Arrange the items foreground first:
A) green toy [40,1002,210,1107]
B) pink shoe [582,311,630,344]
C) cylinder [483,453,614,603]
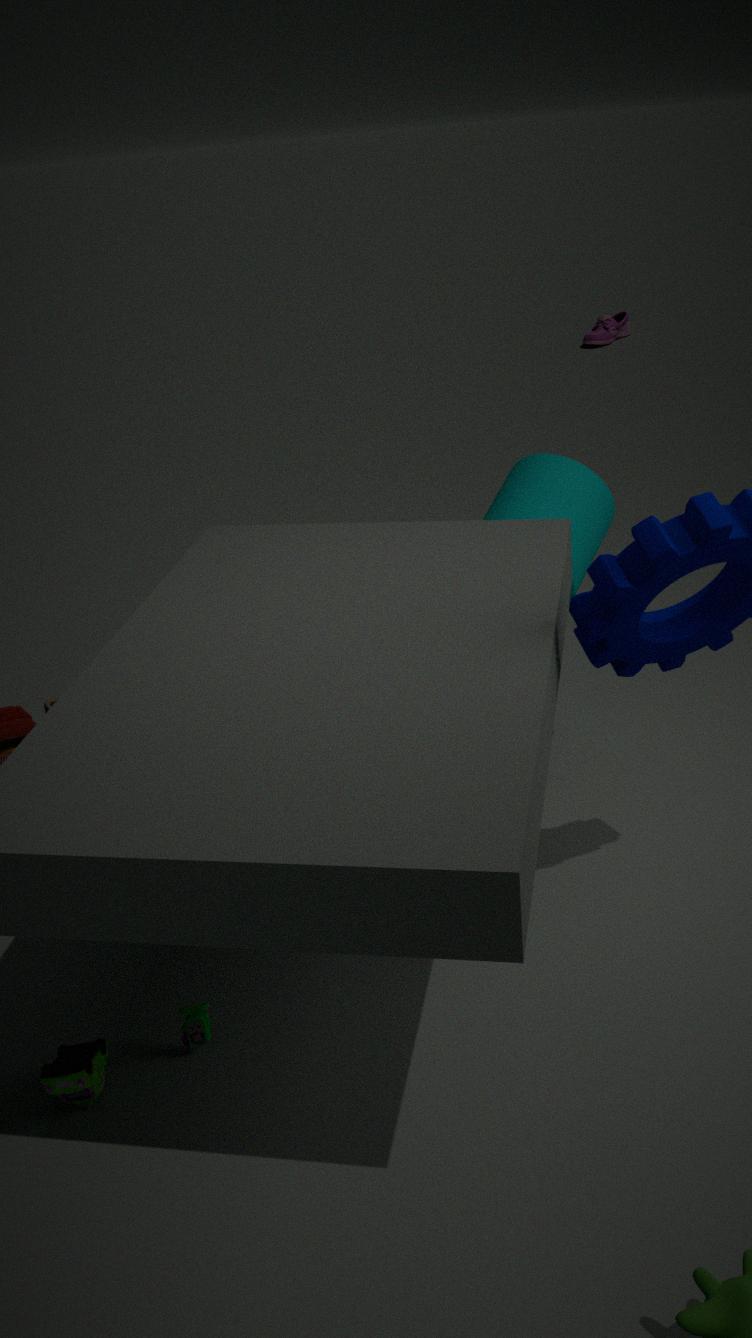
A. green toy [40,1002,210,1107] → C. cylinder [483,453,614,603] → B. pink shoe [582,311,630,344]
